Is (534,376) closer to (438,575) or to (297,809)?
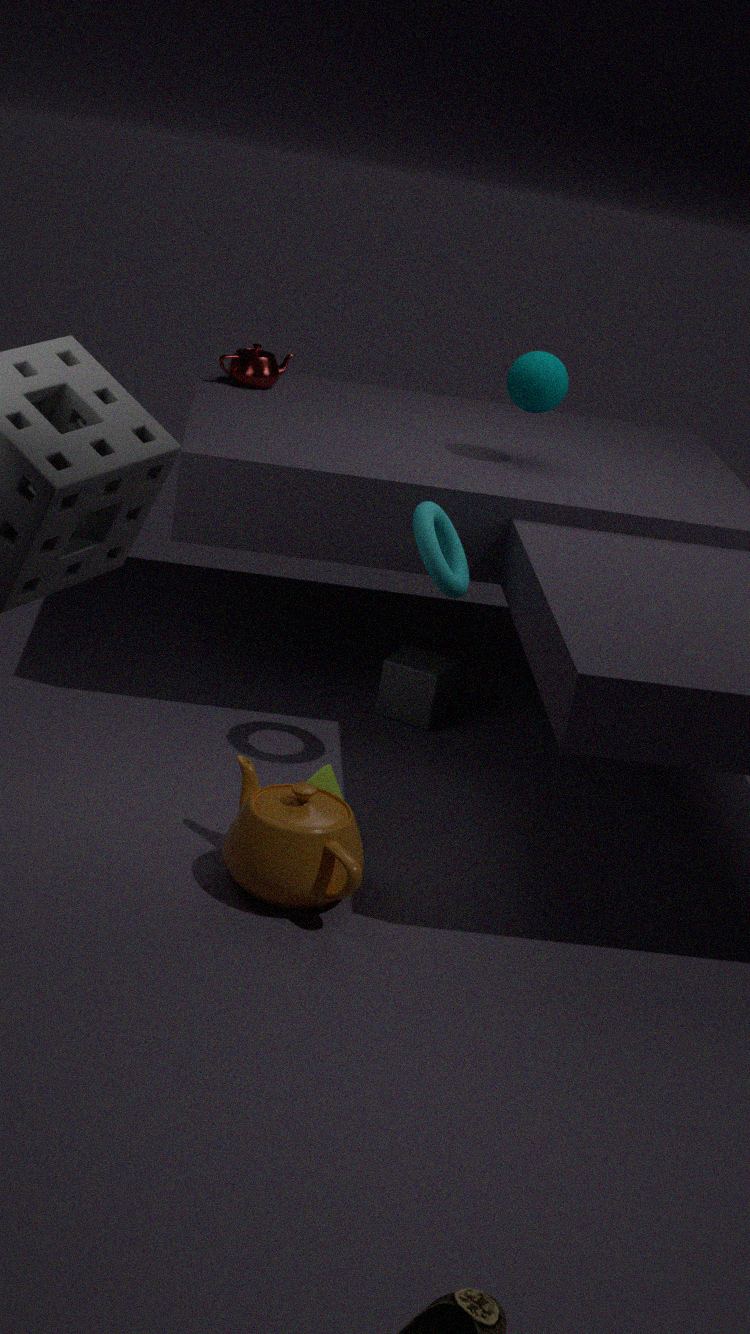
(438,575)
